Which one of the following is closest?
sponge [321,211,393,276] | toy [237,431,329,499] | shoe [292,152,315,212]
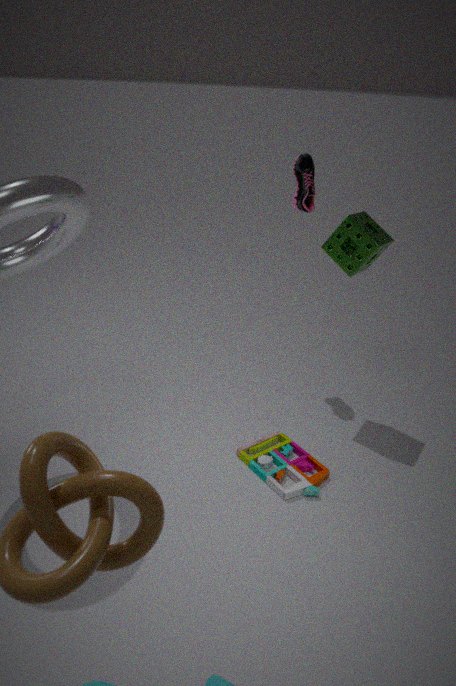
toy [237,431,329,499]
